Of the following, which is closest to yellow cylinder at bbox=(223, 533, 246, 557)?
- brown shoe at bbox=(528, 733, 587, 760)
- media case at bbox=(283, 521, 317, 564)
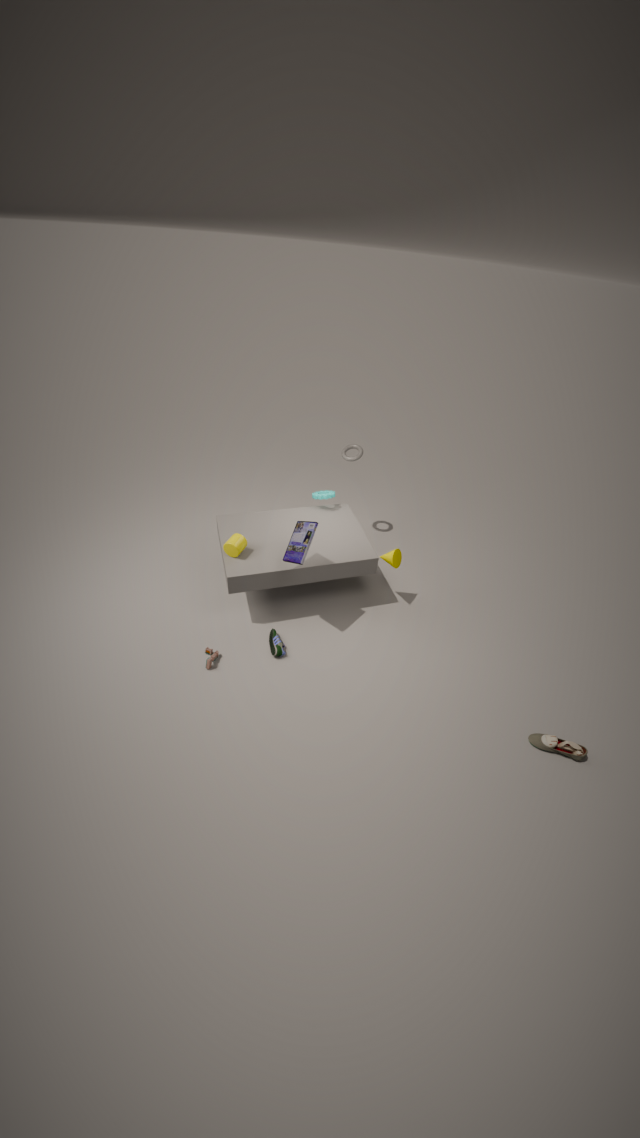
media case at bbox=(283, 521, 317, 564)
